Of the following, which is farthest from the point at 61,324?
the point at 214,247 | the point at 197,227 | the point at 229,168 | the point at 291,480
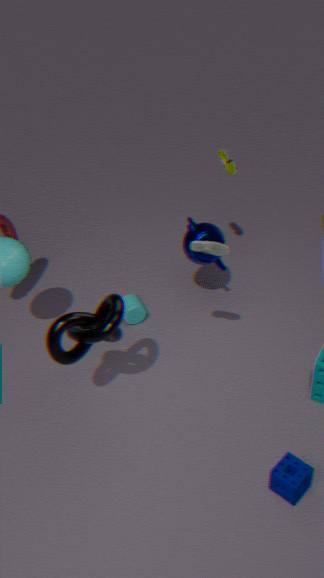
the point at 229,168
